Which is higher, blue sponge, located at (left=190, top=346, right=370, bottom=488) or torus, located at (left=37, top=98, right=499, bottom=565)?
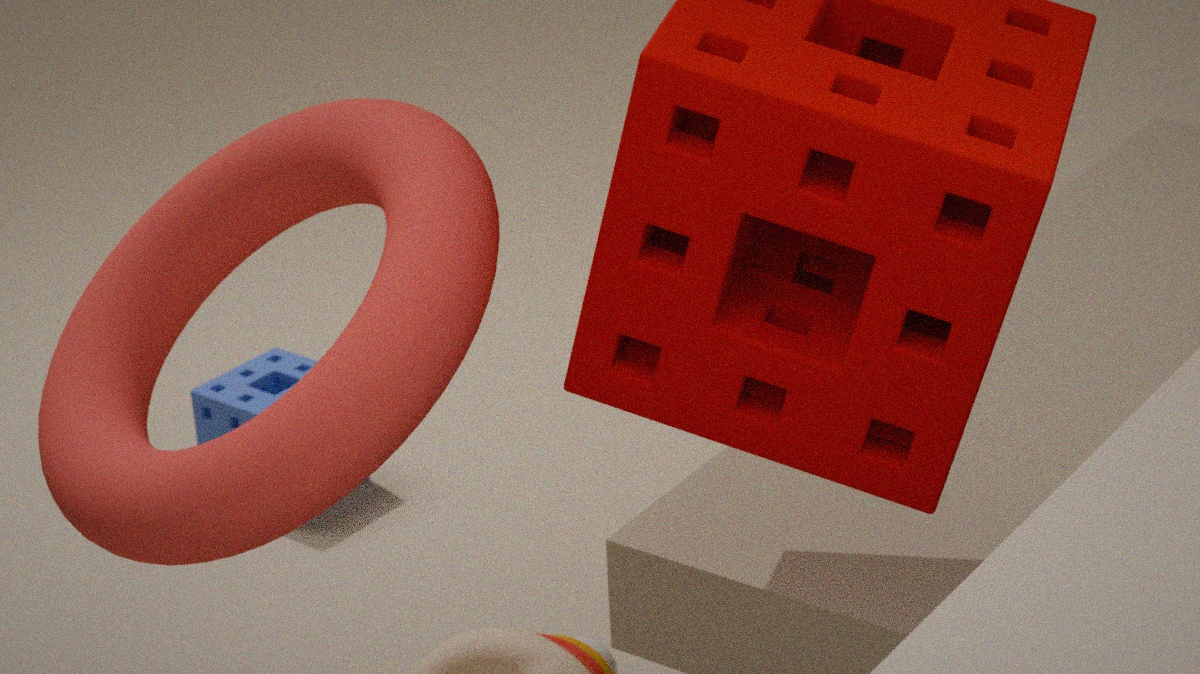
torus, located at (left=37, top=98, right=499, bottom=565)
